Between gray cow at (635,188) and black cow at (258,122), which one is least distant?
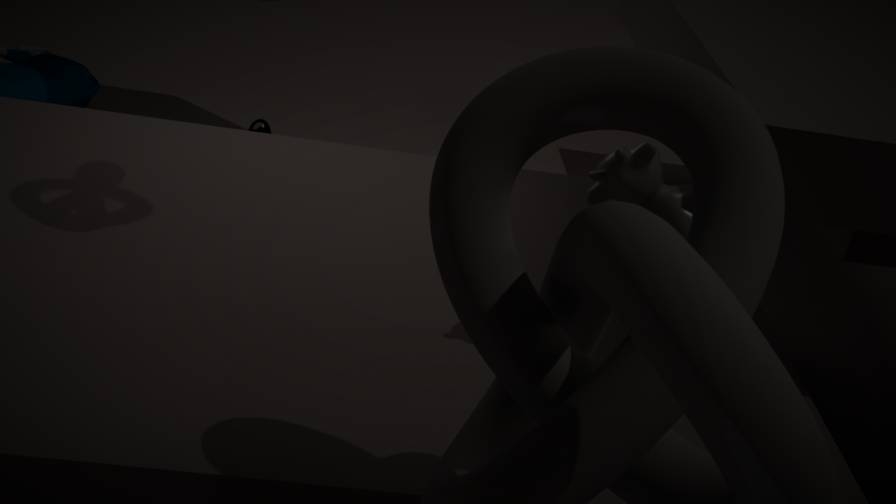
gray cow at (635,188)
